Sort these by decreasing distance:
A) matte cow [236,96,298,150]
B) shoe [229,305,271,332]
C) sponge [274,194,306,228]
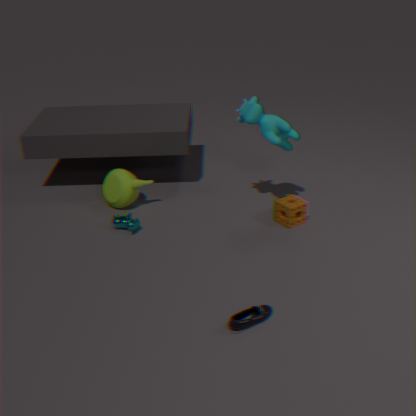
sponge [274,194,306,228] → matte cow [236,96,298,150] → shoe [229,305,271,332]
